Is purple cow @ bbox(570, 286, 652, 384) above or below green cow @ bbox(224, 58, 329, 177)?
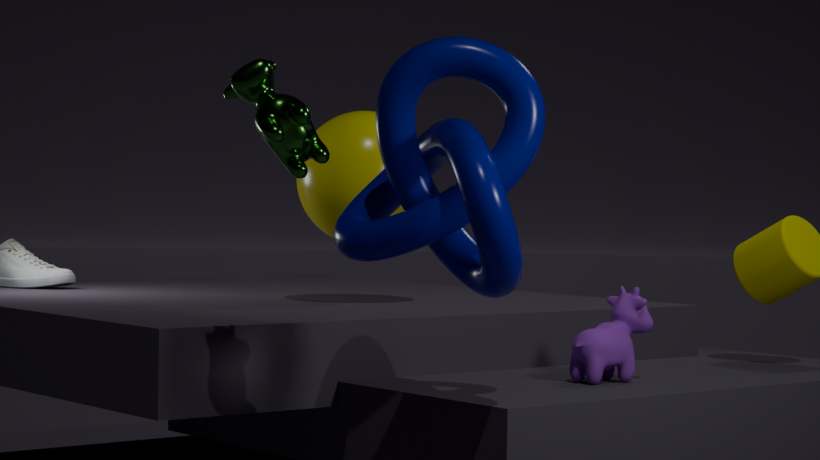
below
